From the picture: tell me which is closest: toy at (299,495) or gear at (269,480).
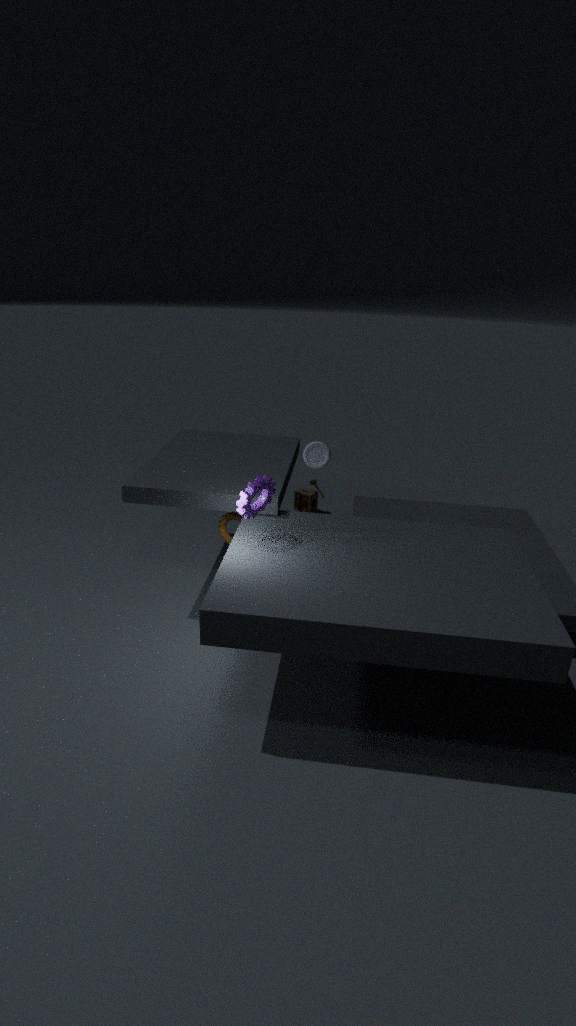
gear at (269,480)
